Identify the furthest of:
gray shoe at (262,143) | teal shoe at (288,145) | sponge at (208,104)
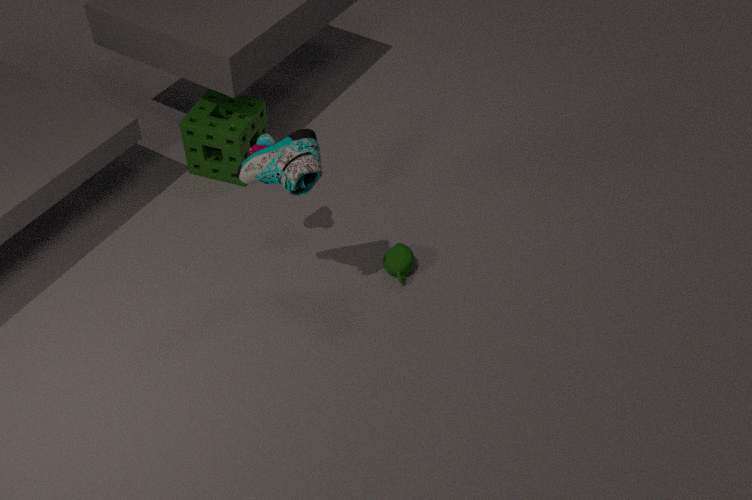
sponge at (208,104)
